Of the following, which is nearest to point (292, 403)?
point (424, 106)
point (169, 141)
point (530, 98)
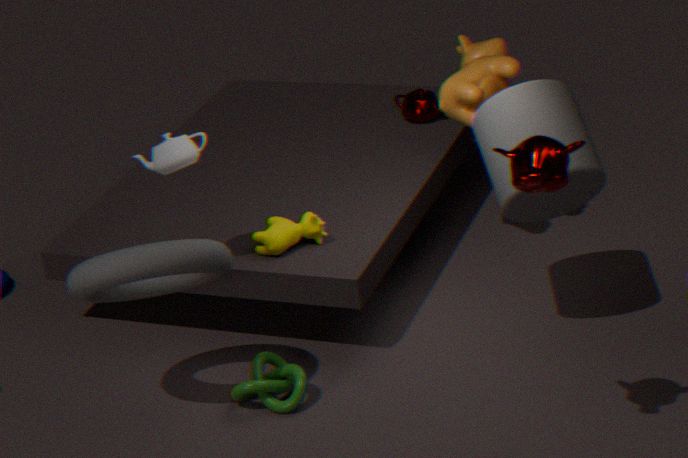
point (169, 141)
